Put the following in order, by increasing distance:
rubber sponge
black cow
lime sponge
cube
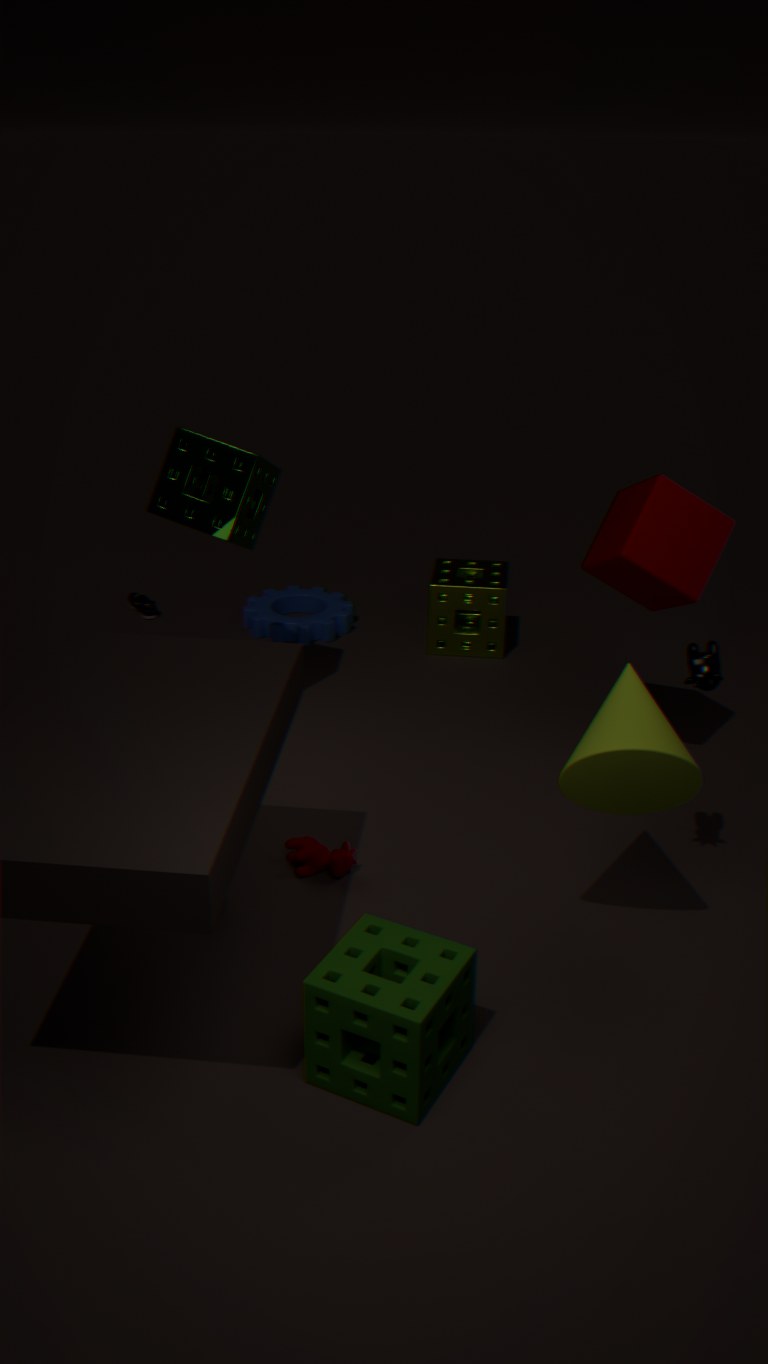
rubber sponge, black cow, cube, lime sponge
